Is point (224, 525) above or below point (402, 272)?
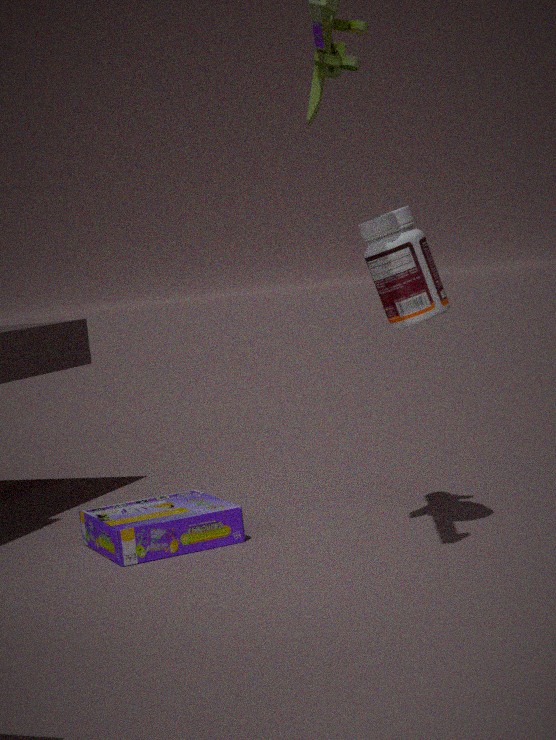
below
